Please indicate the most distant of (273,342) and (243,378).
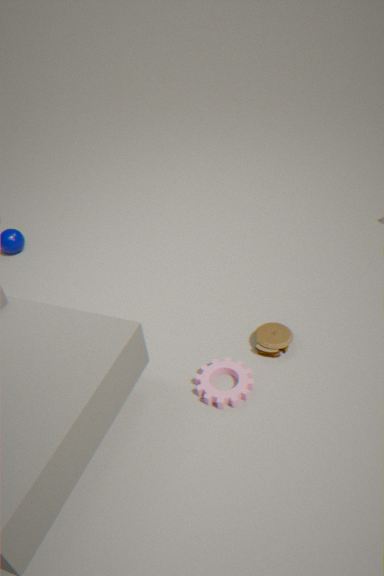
(273,342)
